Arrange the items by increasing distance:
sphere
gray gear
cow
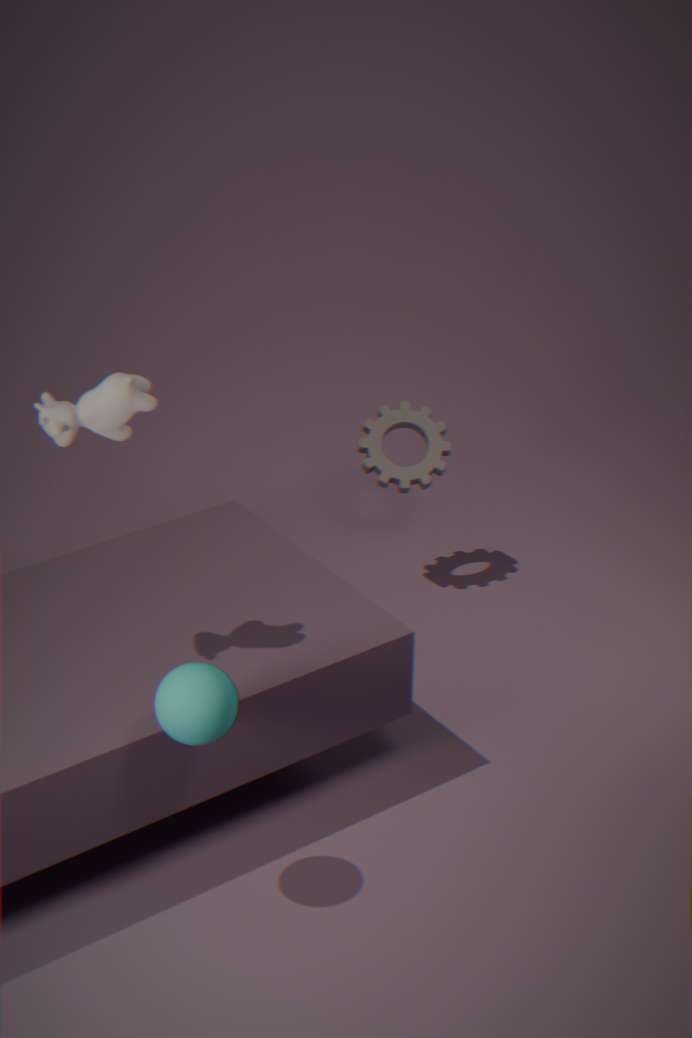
sphere < cow < gray gear
